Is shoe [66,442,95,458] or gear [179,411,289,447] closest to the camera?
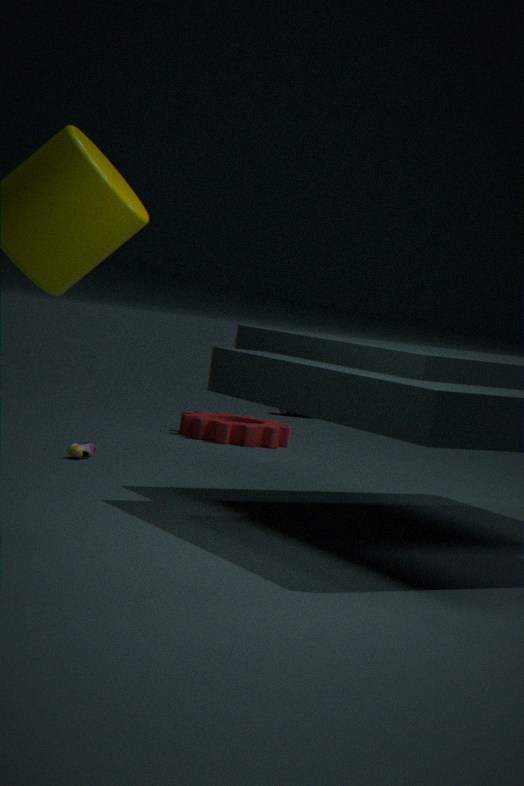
shoe [66,442,95,458]
